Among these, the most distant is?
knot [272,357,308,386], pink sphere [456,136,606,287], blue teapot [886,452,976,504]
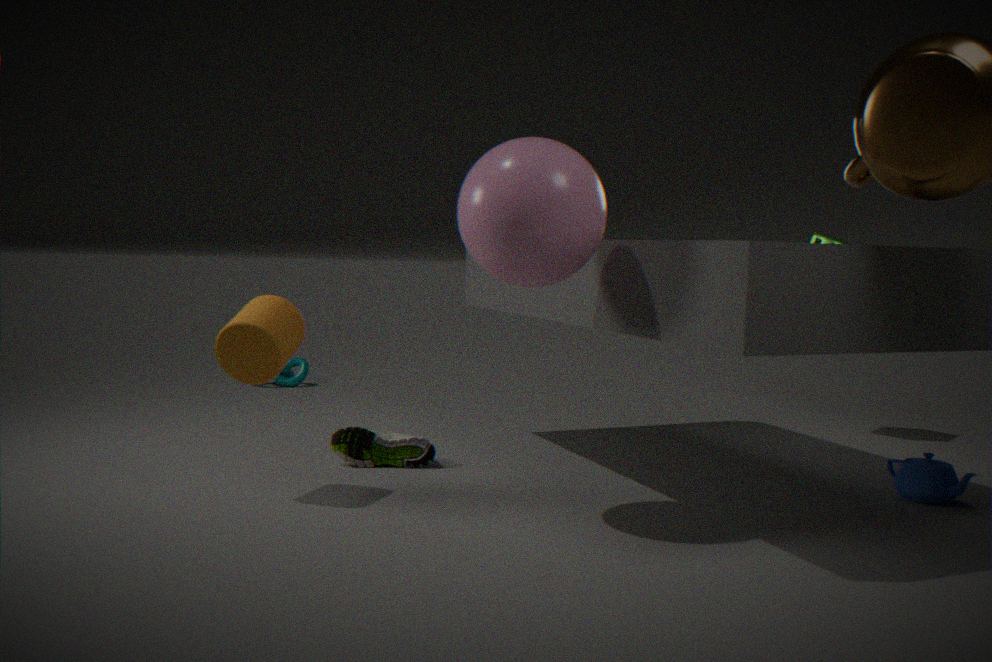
knot [272,357,308,386]
